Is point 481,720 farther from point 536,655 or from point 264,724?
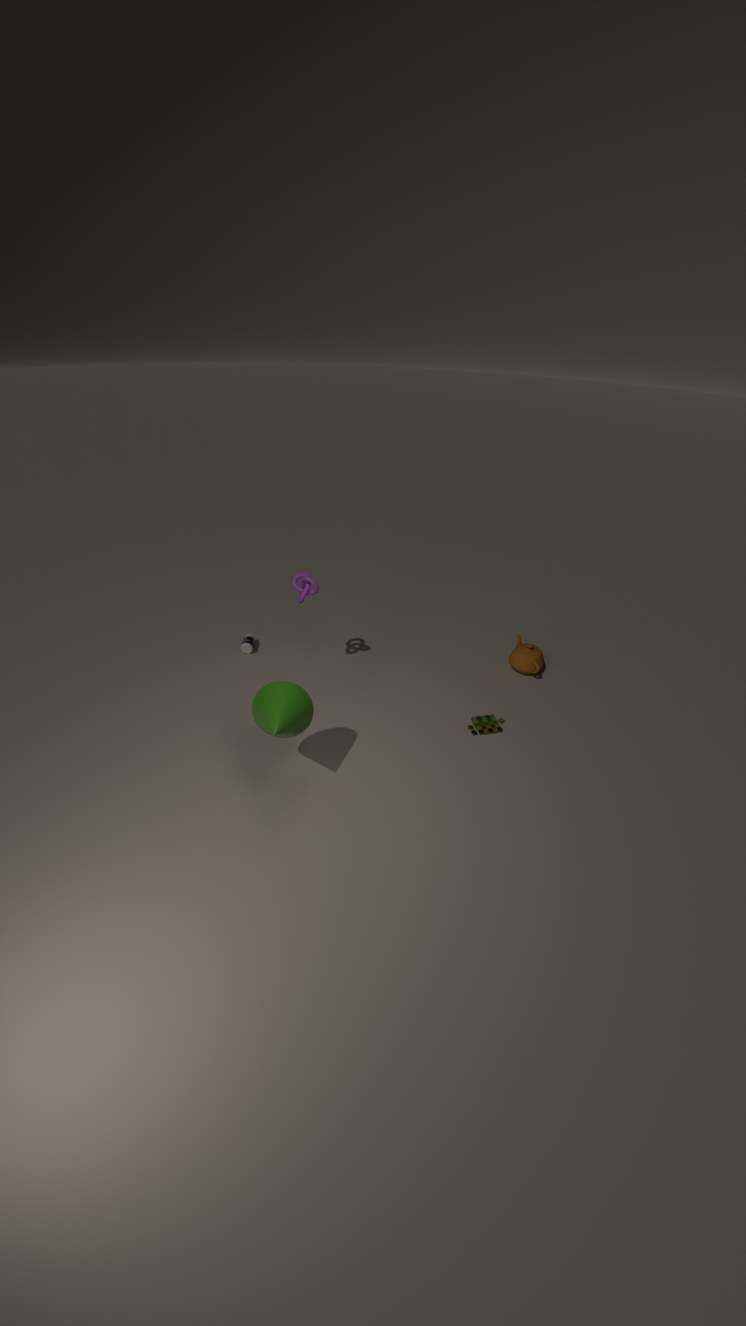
point 264,724
